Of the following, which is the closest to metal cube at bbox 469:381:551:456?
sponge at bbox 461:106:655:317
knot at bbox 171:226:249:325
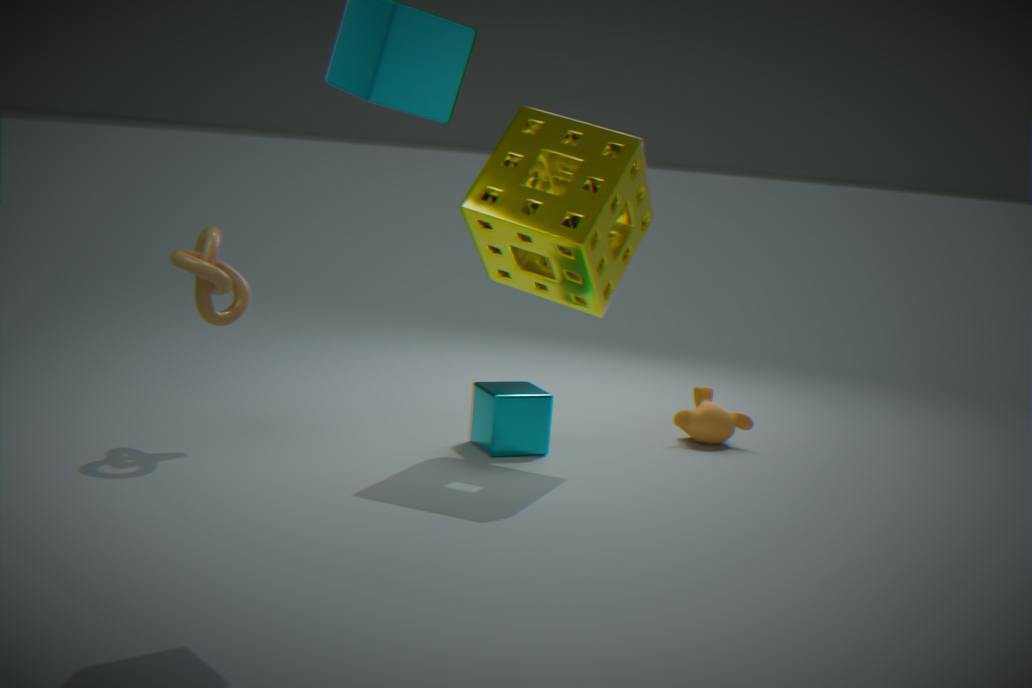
sponge at bbox 461:106:655:317
